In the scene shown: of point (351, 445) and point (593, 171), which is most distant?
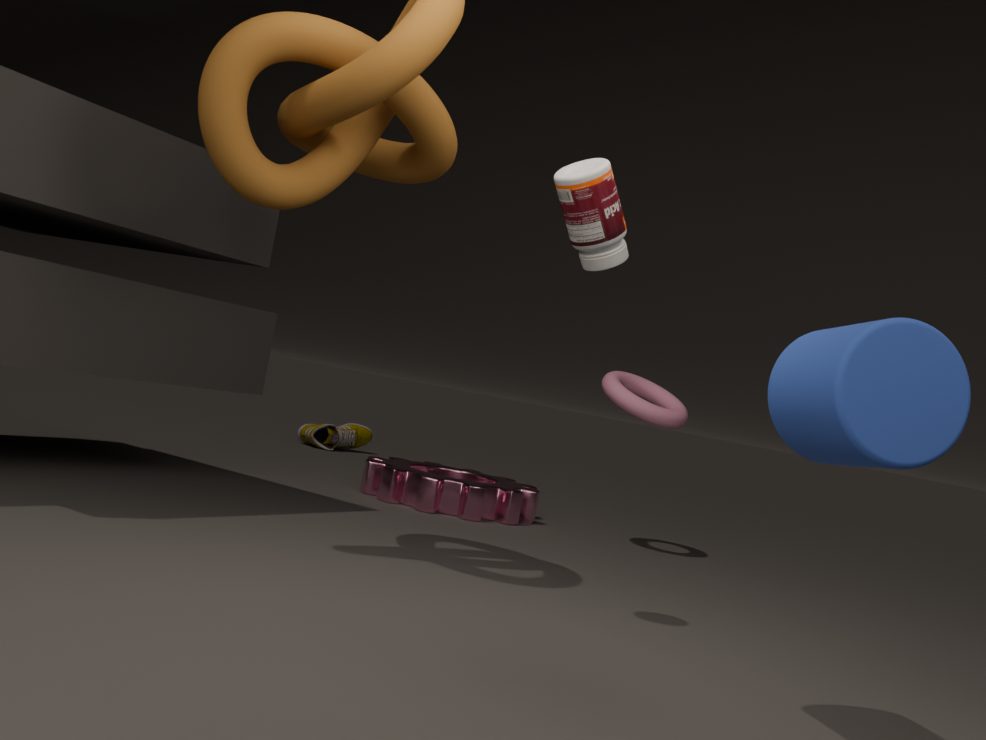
point (351, 445)
